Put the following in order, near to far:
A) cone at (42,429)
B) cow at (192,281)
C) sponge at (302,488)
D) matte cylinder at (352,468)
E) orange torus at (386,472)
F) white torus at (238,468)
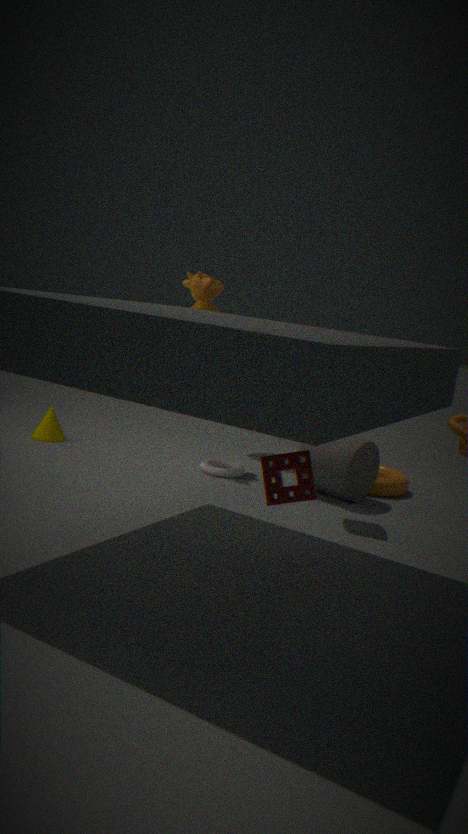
sponge at (302,488)
matte cylinder at (352,468)
white torus at (238,468)
orange torus at (386,472)
cow at (192,281)
cone at (42,429)
